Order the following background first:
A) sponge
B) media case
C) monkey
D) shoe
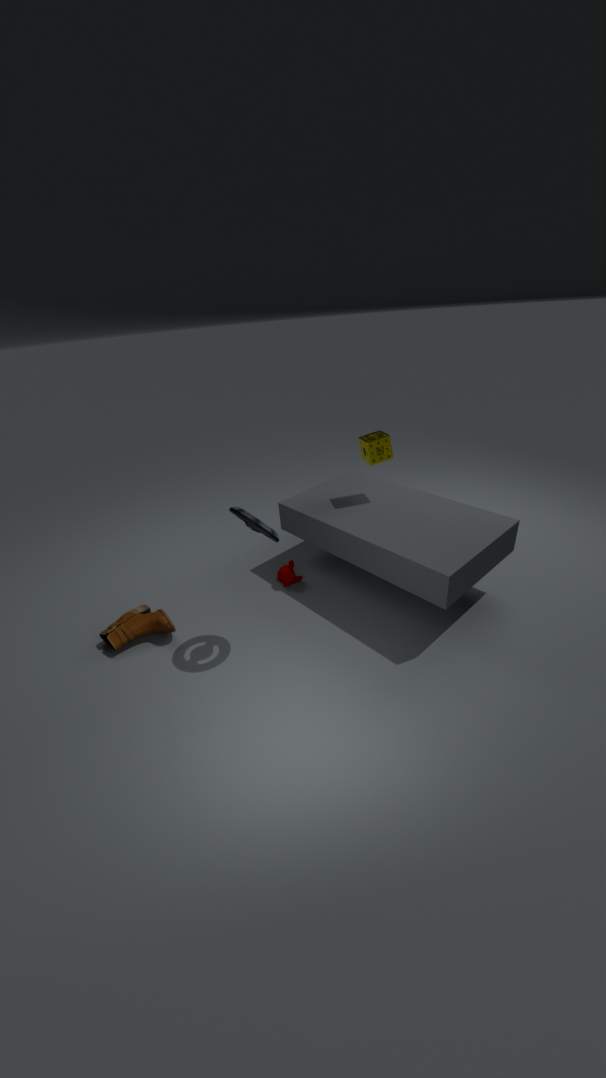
monkey
sponge
shoe
media case
